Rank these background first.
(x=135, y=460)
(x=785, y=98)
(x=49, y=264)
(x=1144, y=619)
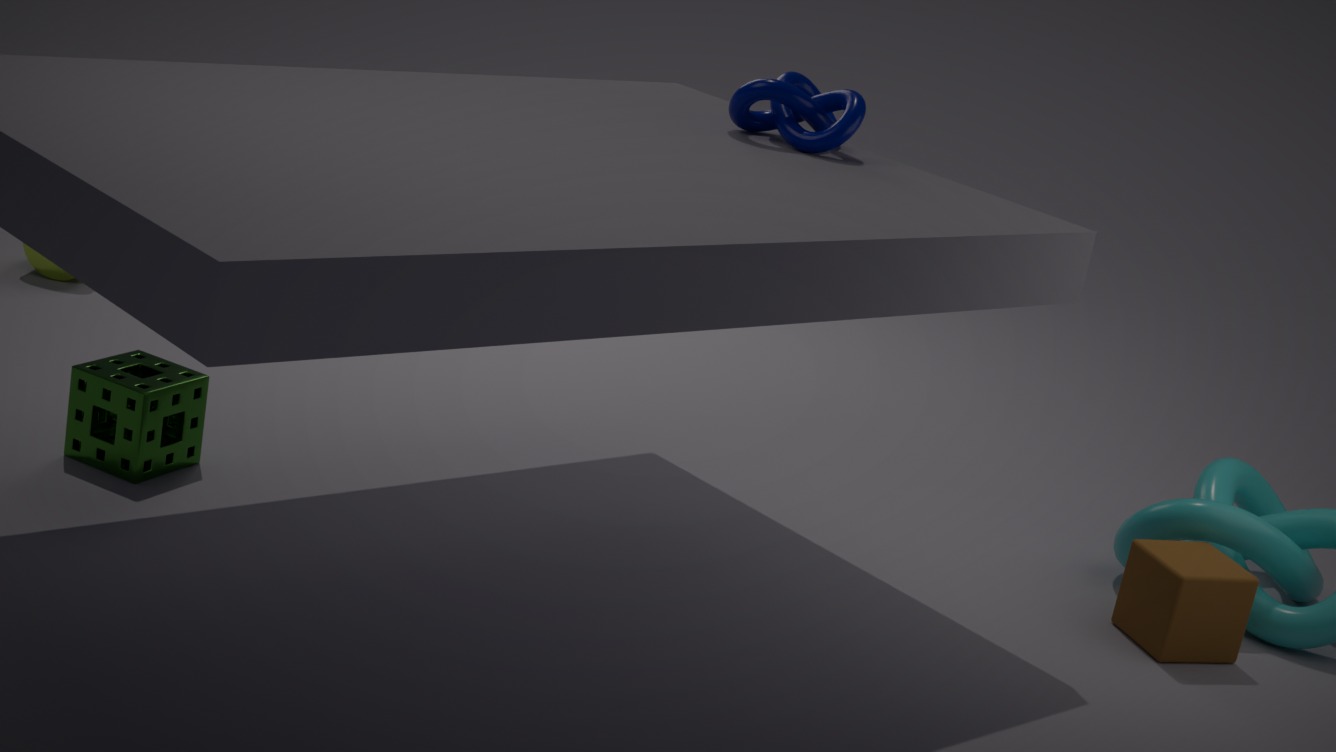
(x=49, y=264) < (x=785, y=98) < (x=1144, y=619) < (x=135, y=460)
